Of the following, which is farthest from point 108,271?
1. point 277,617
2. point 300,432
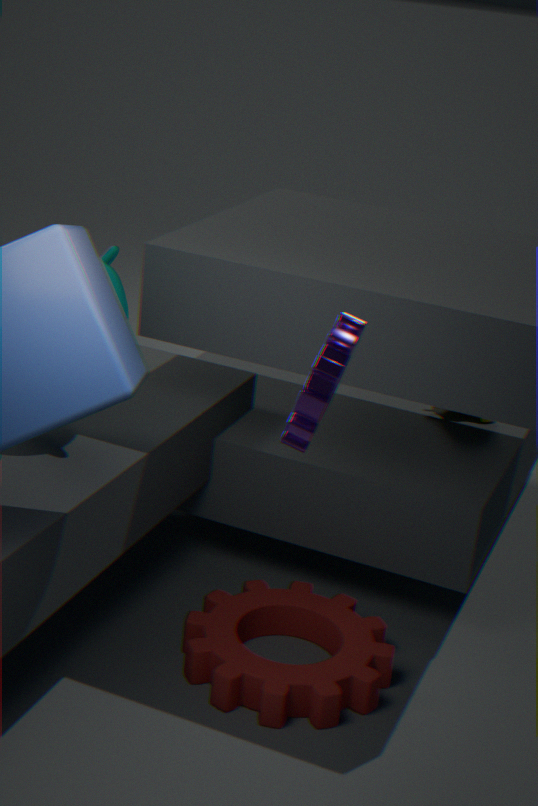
point 277,617
